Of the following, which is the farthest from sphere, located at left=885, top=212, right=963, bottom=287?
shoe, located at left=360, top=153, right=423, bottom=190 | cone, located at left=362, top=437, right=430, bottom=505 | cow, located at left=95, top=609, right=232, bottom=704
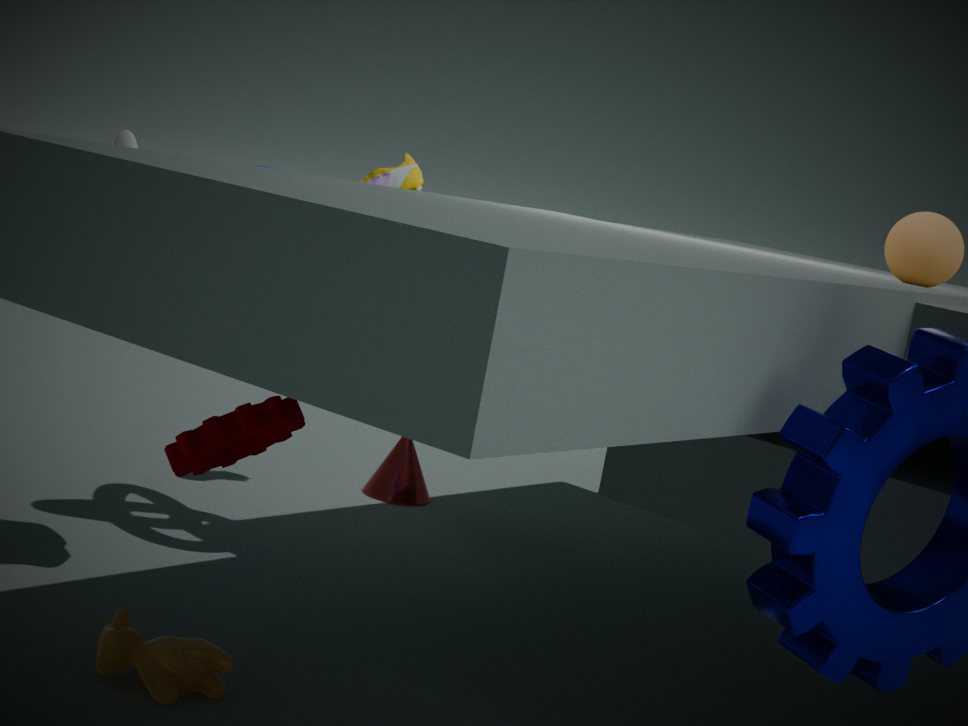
cow, located at left=95, top=609, right=232, bottom=704
